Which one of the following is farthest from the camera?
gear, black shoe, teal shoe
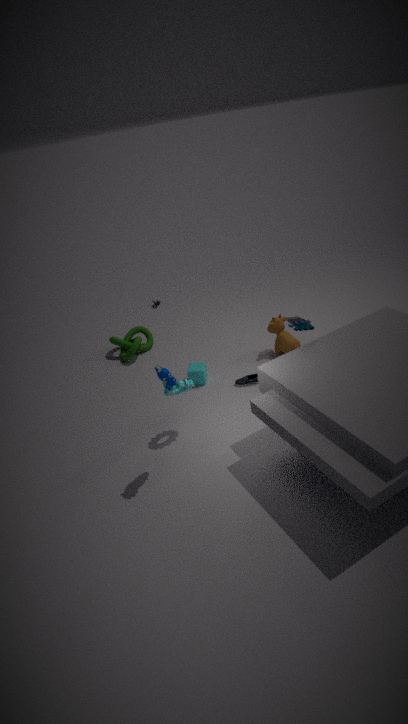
black shoe
